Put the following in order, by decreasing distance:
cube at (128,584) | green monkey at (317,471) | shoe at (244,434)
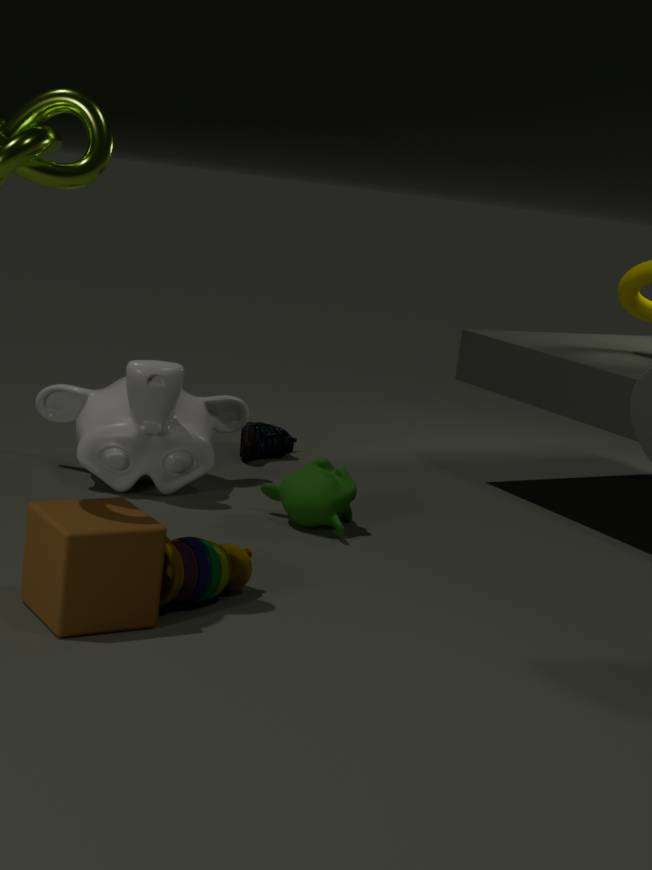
1. shoe at (244,434)
2. green monkey at (317,471)
3. cube at (128,584)
